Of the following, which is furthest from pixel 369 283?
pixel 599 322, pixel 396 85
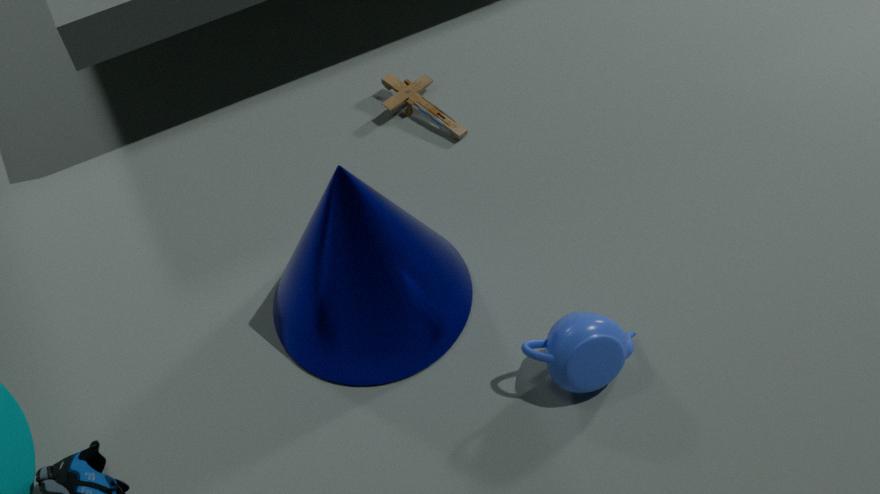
pixel 396 85
